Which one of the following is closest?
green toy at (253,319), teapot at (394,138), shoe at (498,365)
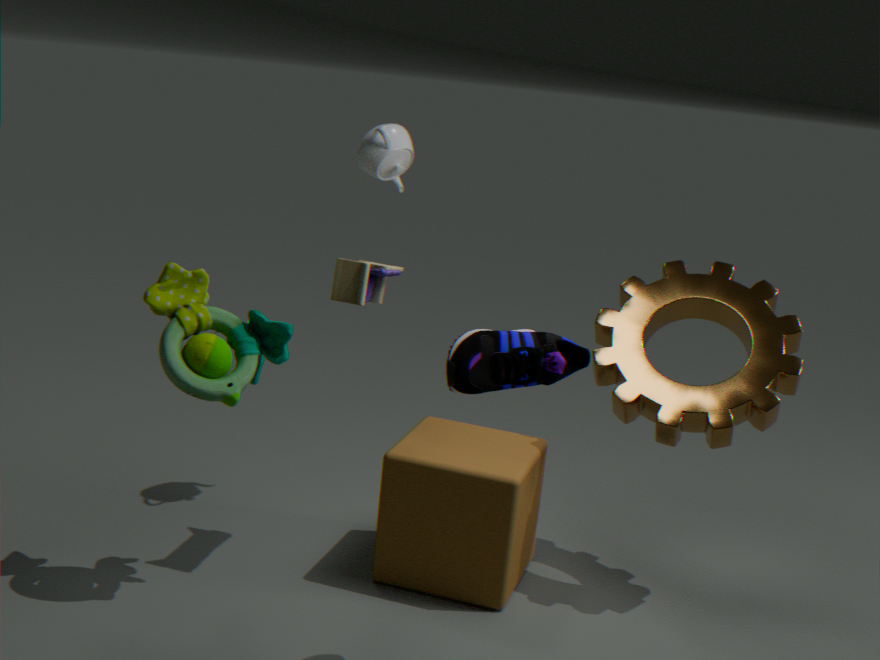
shoe at (498,365)
